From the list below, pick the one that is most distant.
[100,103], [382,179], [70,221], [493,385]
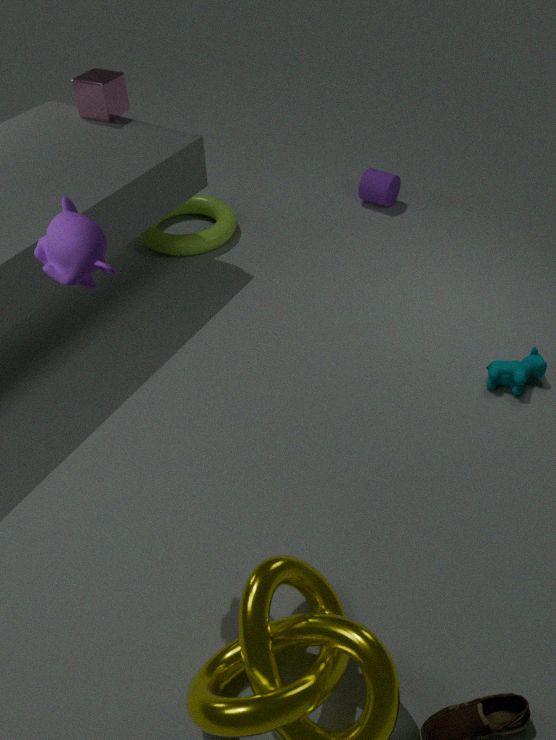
[382,179]
